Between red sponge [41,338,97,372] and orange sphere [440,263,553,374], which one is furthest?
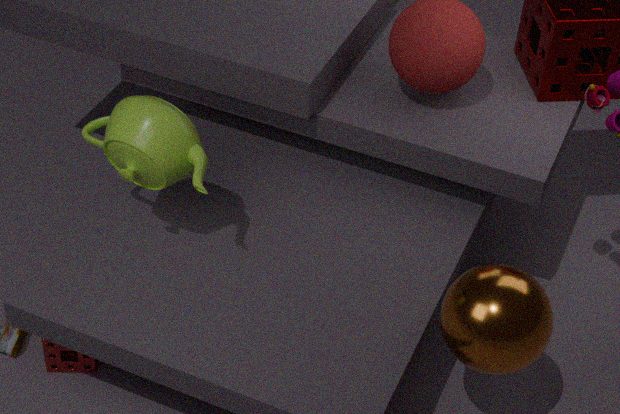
red sponge [41,338,97,372]
